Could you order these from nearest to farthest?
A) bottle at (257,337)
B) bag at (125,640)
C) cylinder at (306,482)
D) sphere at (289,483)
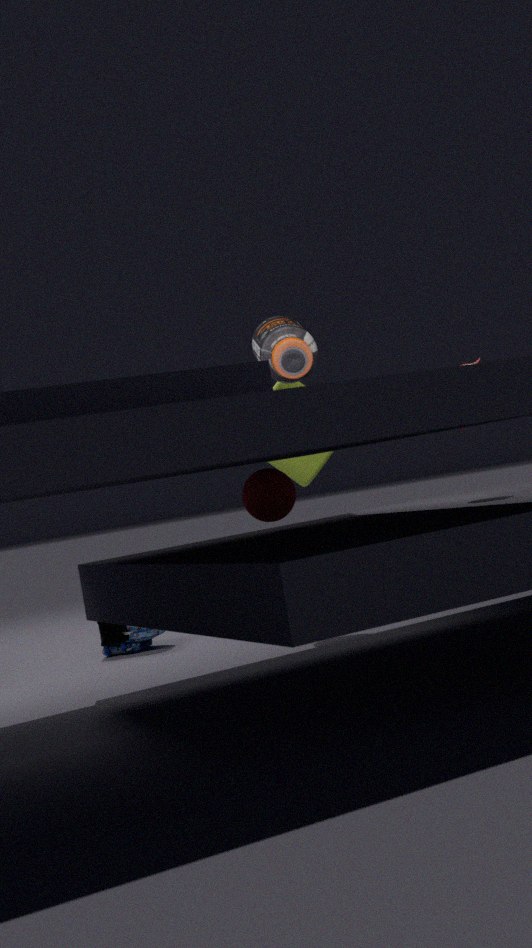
sphere at (289,483) < bottle at (257,337) < bag at (125,640) < cylinder at (306,482)
